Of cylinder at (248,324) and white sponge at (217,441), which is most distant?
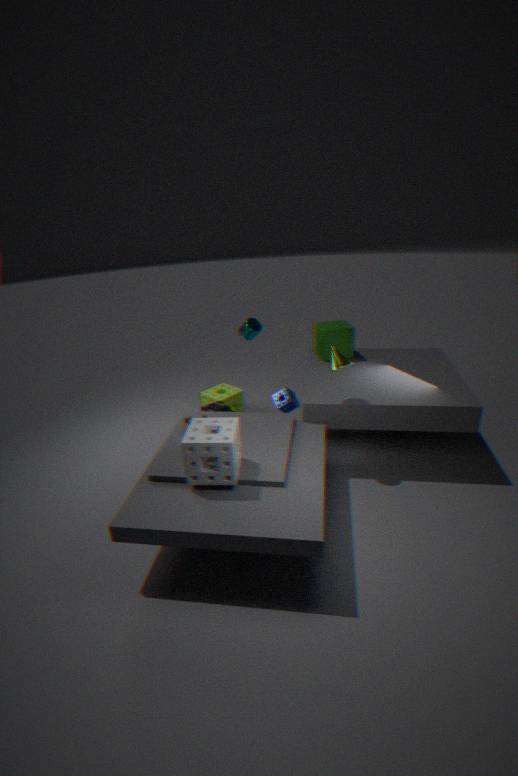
cylinder at (248,324)
